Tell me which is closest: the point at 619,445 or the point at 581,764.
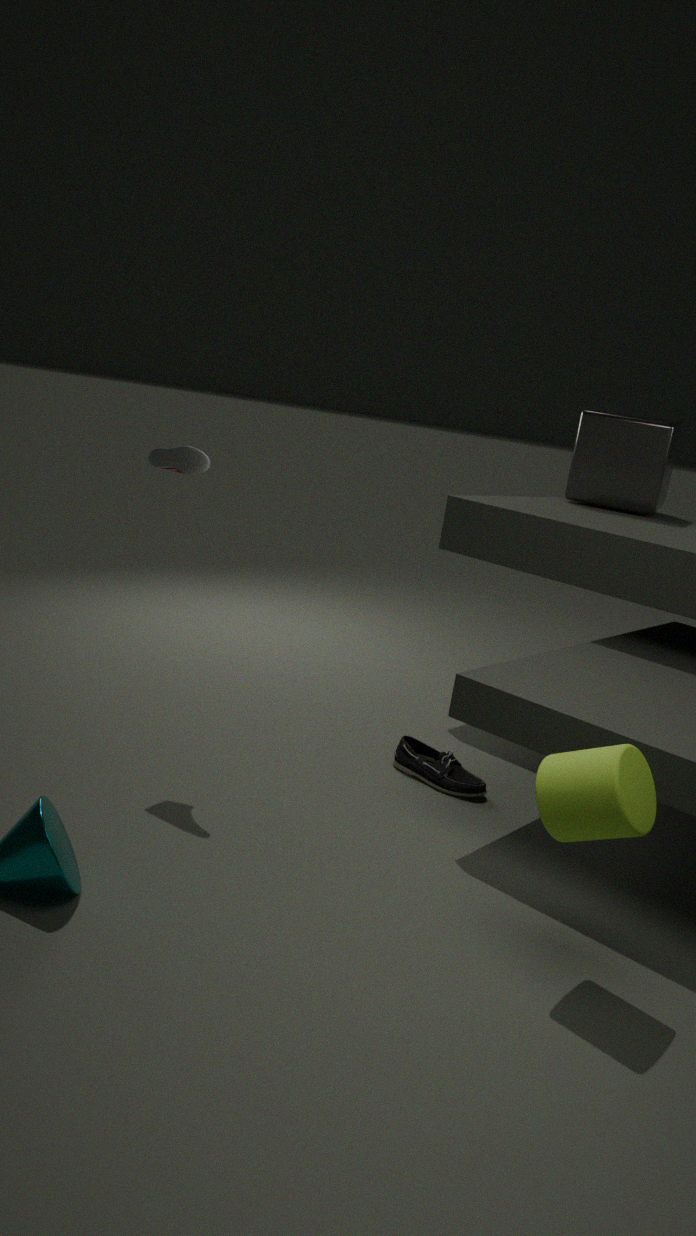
the point at 581,764
